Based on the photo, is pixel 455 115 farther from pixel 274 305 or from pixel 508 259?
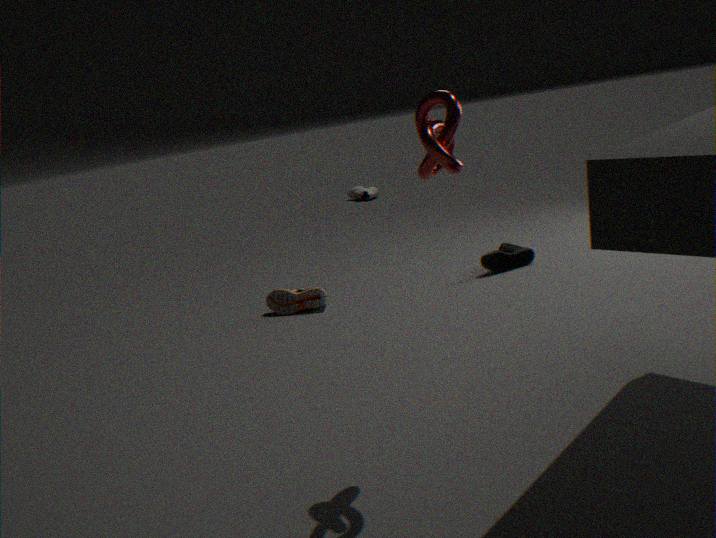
pixel 508 259
